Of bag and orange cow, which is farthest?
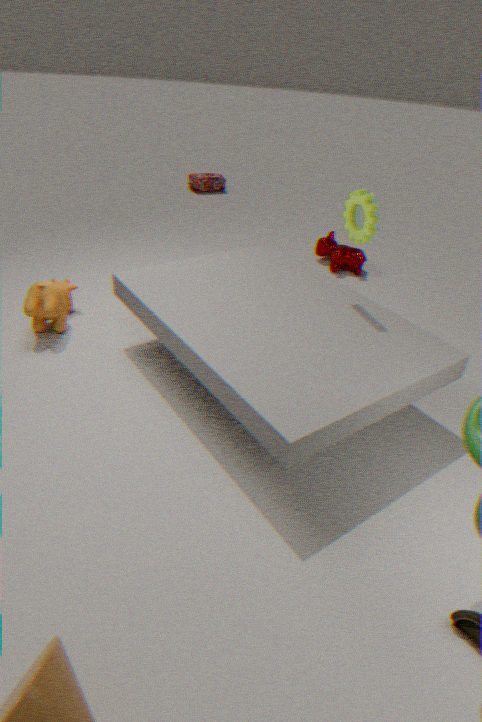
bag
